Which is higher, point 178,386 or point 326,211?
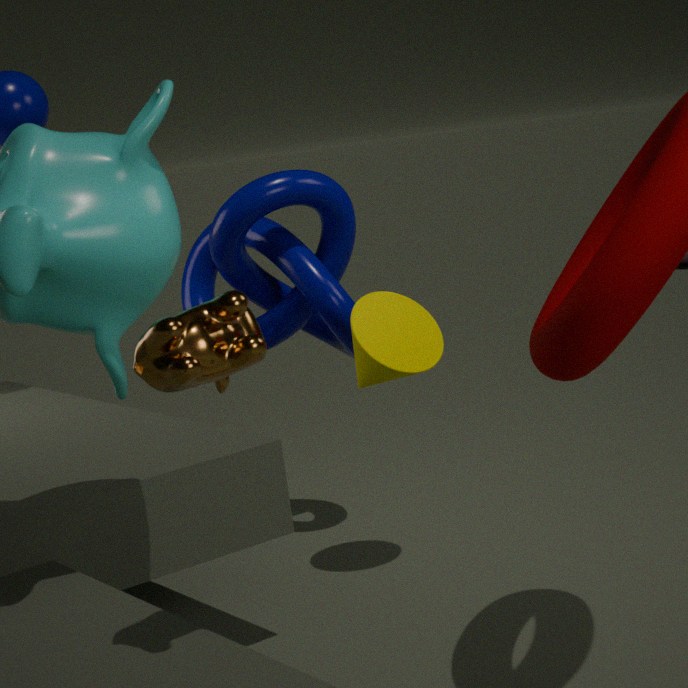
point 178,386
